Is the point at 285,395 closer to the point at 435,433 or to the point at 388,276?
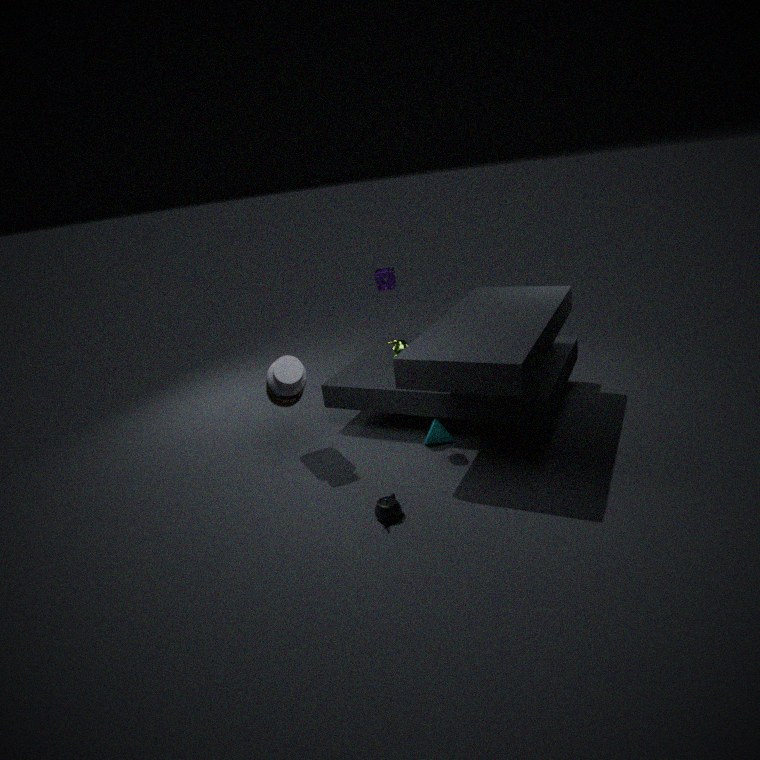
the point at 435,433
